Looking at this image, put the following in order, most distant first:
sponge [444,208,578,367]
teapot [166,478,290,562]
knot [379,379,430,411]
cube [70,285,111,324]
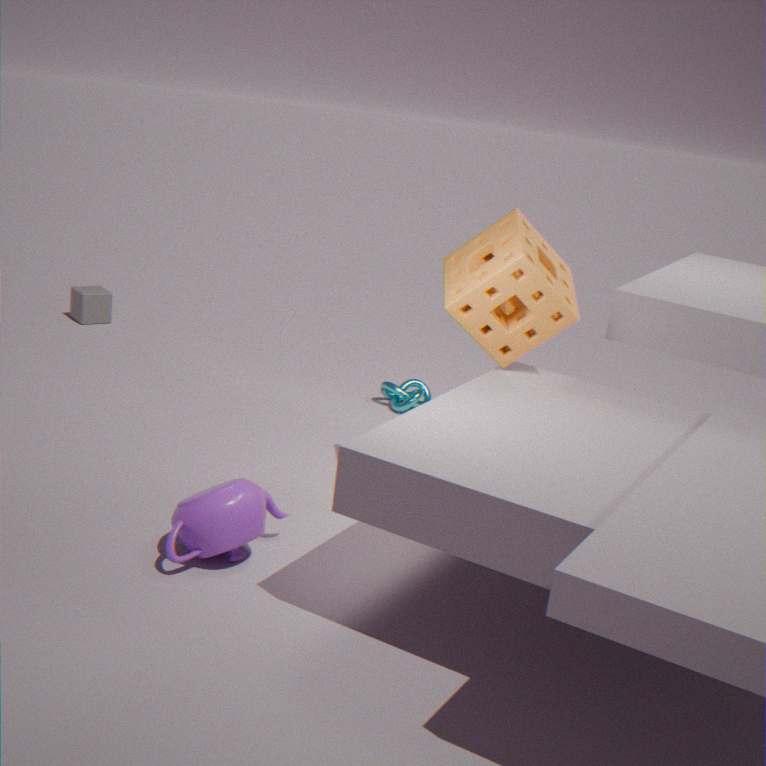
1. cube [70,285,111,324]
2. knot [379,379,430,411]
3. sponge [444,208,578,367]
4. teapot [166,478,290,562]
